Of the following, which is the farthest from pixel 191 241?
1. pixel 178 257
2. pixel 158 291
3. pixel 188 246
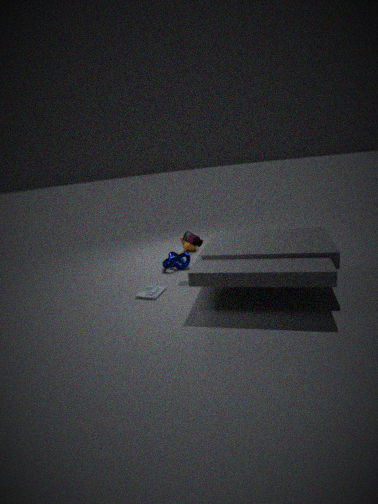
pixel 188 246
